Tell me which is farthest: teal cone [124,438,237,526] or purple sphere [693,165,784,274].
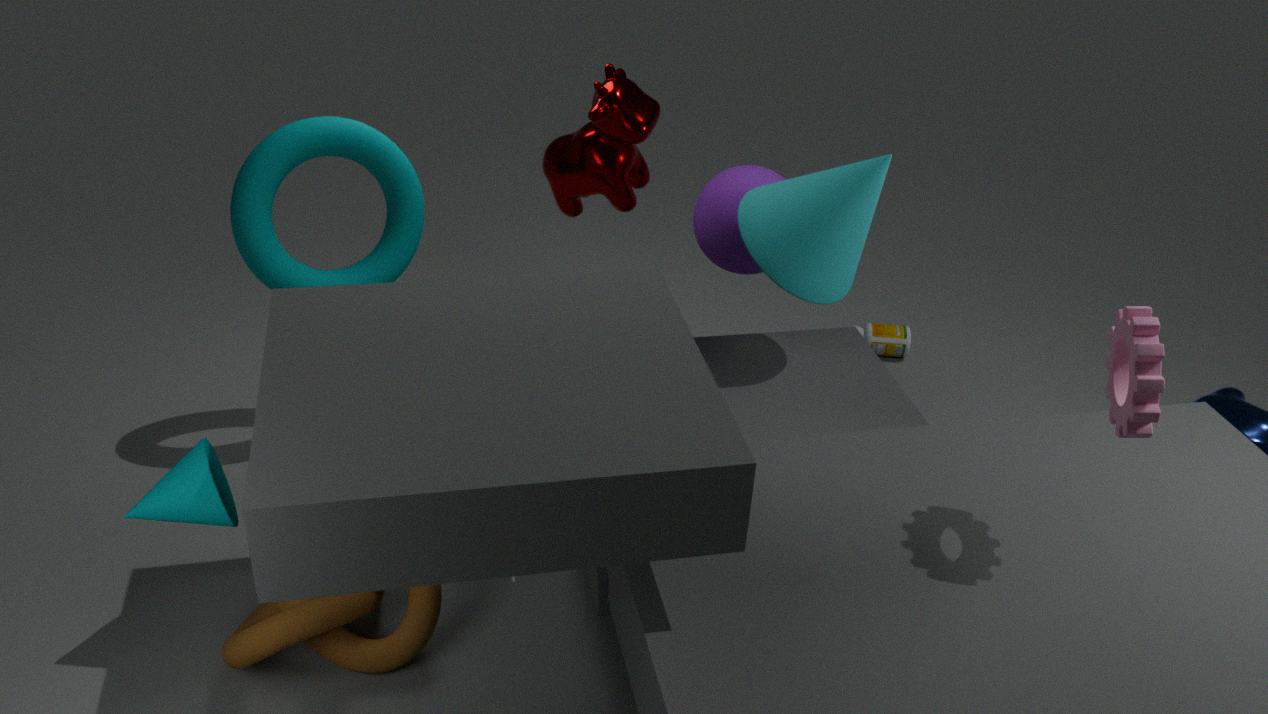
purple sphere [693,165,784,274]
